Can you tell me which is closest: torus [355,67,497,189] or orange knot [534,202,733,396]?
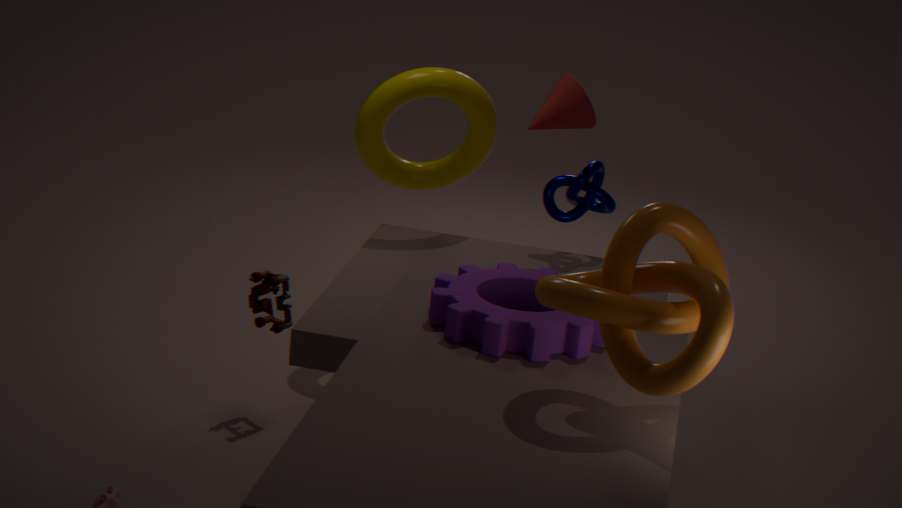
orange knot [534,202,733,396]
